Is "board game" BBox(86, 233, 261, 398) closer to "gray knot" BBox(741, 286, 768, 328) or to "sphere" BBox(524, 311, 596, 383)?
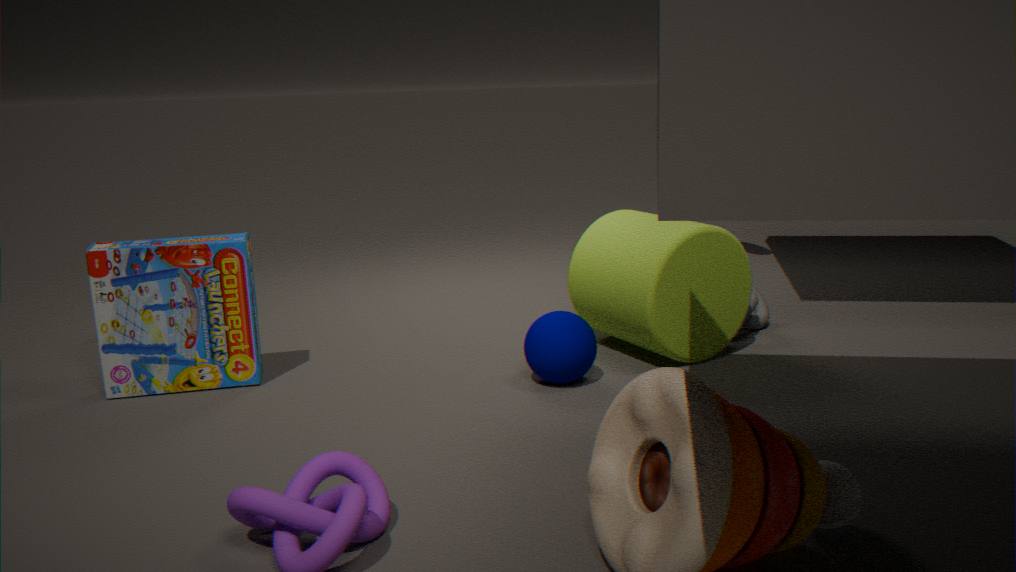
"sphere" BBox(524, 311, 596, 383)
